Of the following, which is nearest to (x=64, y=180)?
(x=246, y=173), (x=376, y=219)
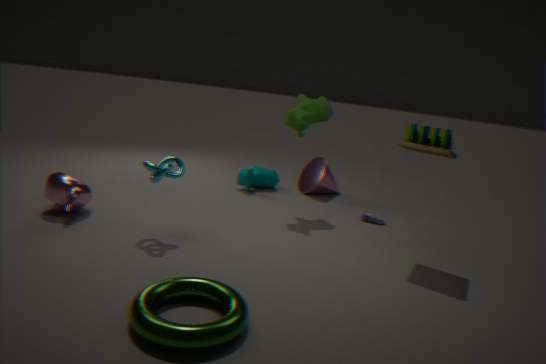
(x=246, y=173)
